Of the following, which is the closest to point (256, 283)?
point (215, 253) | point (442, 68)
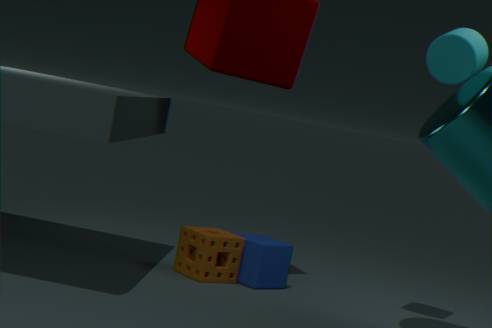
point (215, 253)
